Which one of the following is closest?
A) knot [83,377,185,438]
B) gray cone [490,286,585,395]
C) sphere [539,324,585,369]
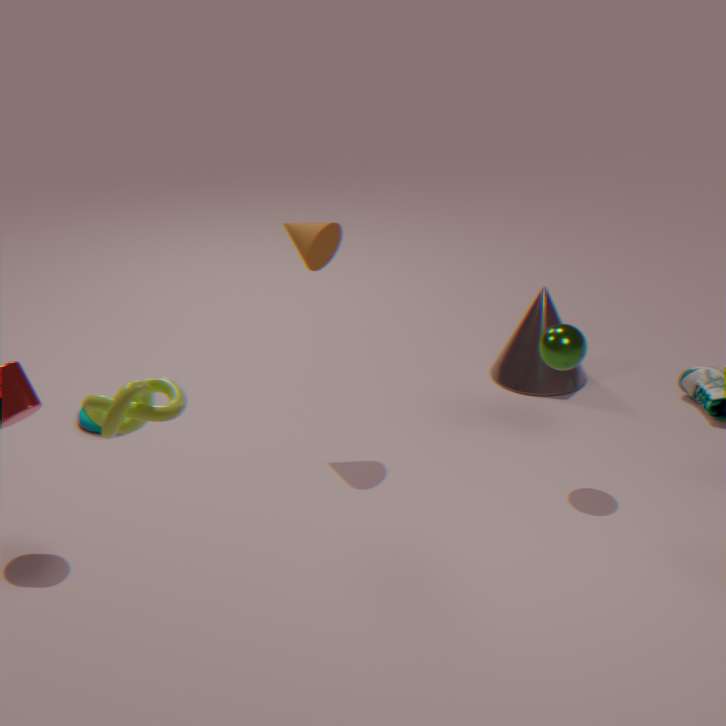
knot [83,377,185,438]
